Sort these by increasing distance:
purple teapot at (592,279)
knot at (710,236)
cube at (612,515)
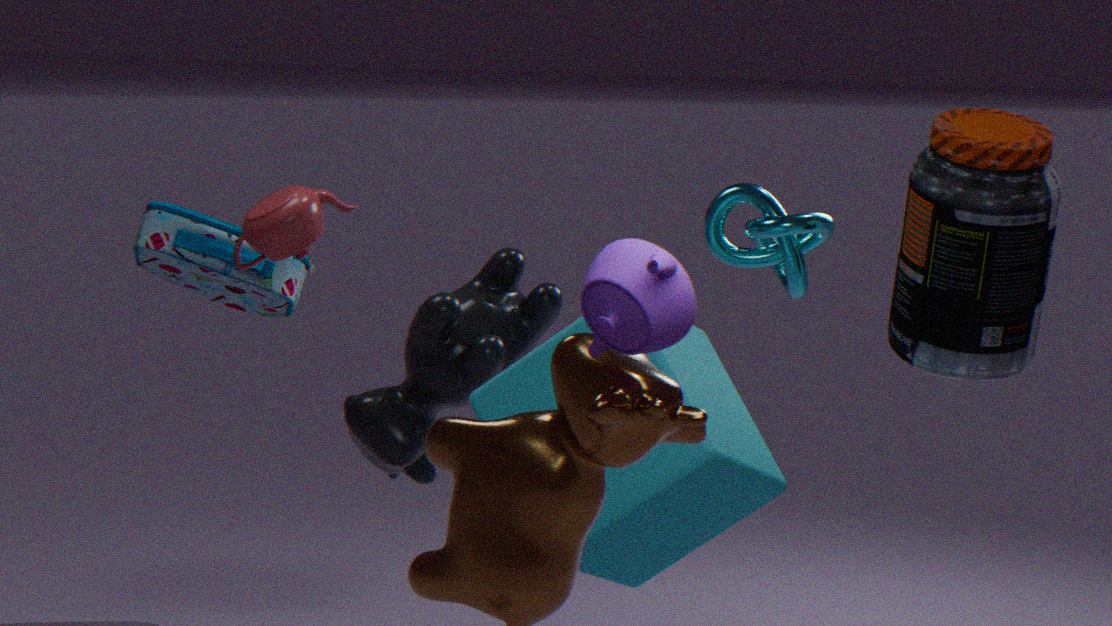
purple teapot at (592,279)
cube at (612,515)
knot at (710,236)
